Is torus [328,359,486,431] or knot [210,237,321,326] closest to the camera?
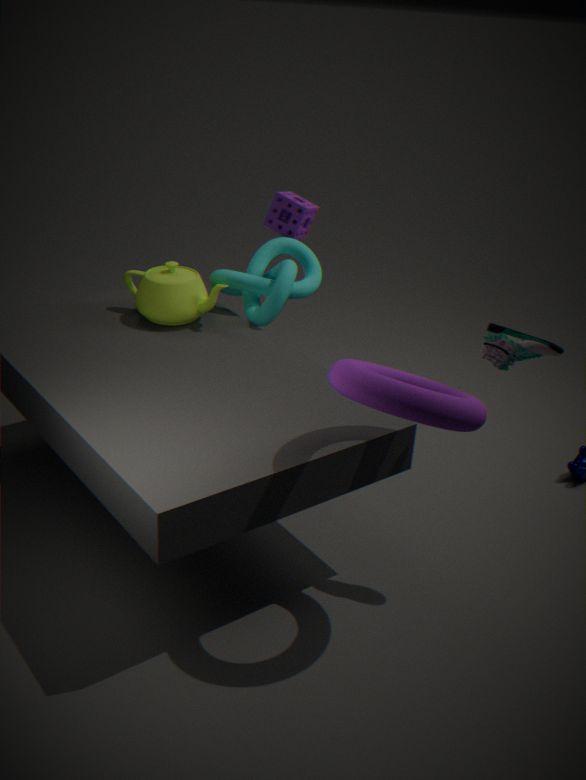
torus [328,359,486,431]
